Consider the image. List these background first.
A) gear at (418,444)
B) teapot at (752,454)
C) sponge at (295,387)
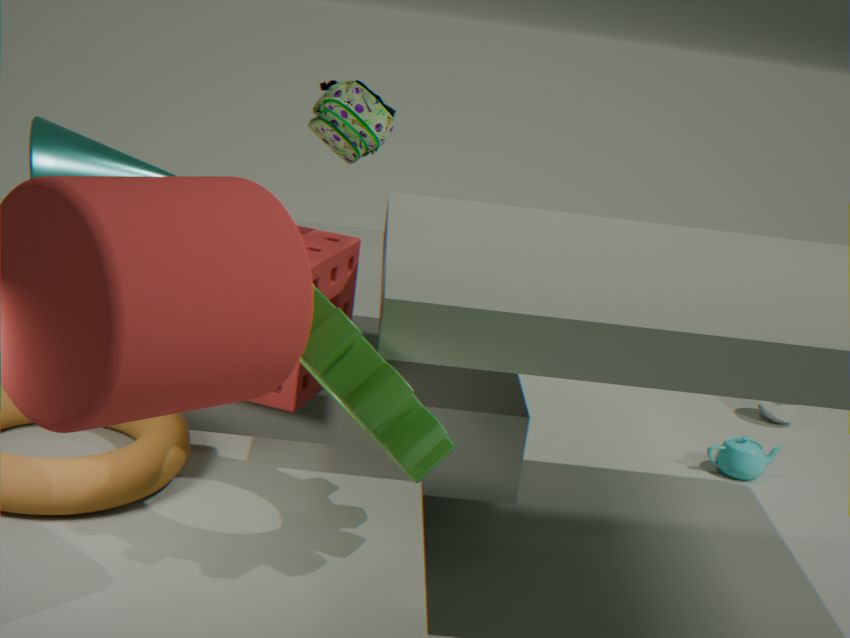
1. teapot at (752,454)
2. sponge at (295,387)
3. gear at (418,444)
